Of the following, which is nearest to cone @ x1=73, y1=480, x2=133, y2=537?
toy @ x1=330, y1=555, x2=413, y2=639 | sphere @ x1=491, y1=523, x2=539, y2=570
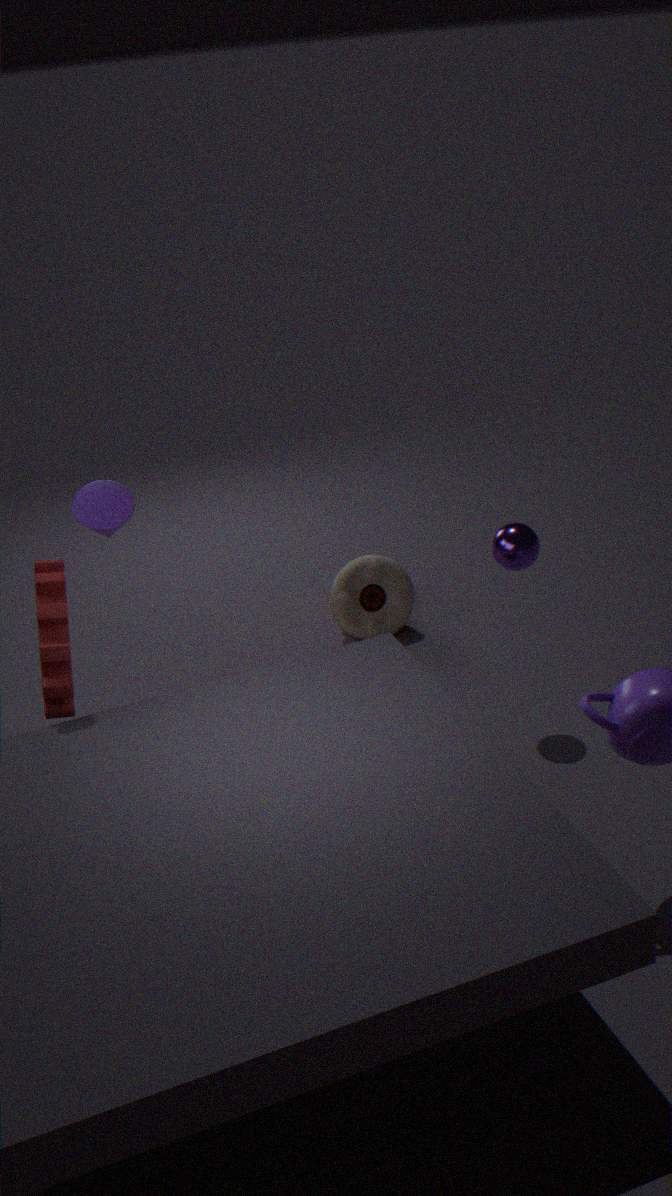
toy @ x1=330, y1=555, x2=413, y2=639
